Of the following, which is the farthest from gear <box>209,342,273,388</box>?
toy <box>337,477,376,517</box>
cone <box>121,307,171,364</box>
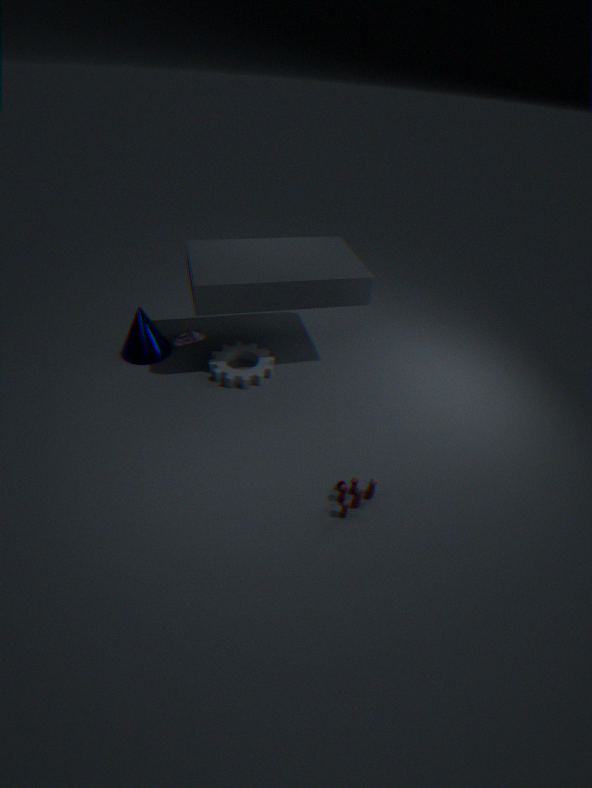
toy <box>337,477,376,517</box>
